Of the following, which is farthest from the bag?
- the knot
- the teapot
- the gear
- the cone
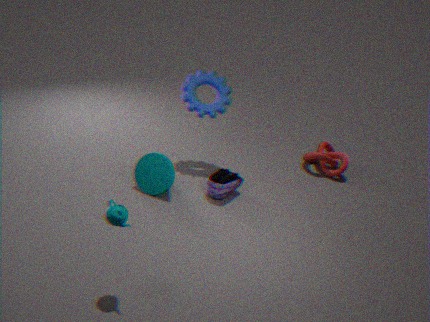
the teapot
